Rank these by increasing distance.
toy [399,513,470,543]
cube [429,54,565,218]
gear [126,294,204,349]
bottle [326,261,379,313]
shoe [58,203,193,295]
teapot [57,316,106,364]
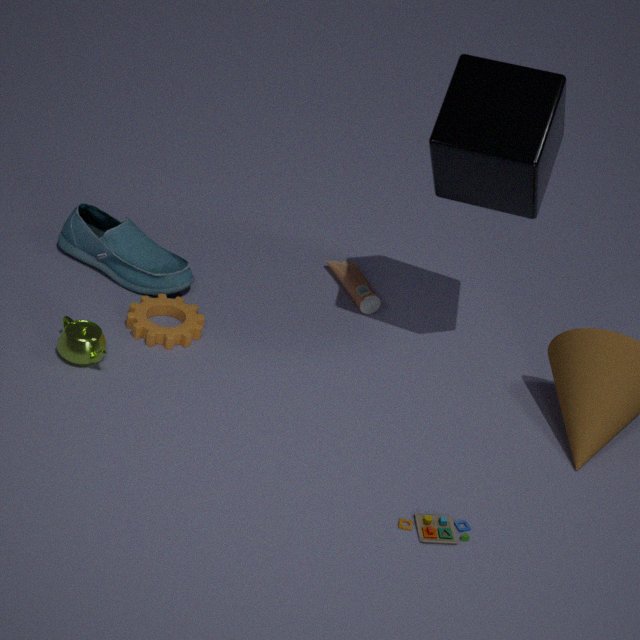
toy [399,513,470,543] → cube [429,54,565,218] → teapot [57,316,106,364] → gear [126,294,204,349] → shoe [58,203,193,295] → bottle [326,261,379,313]
